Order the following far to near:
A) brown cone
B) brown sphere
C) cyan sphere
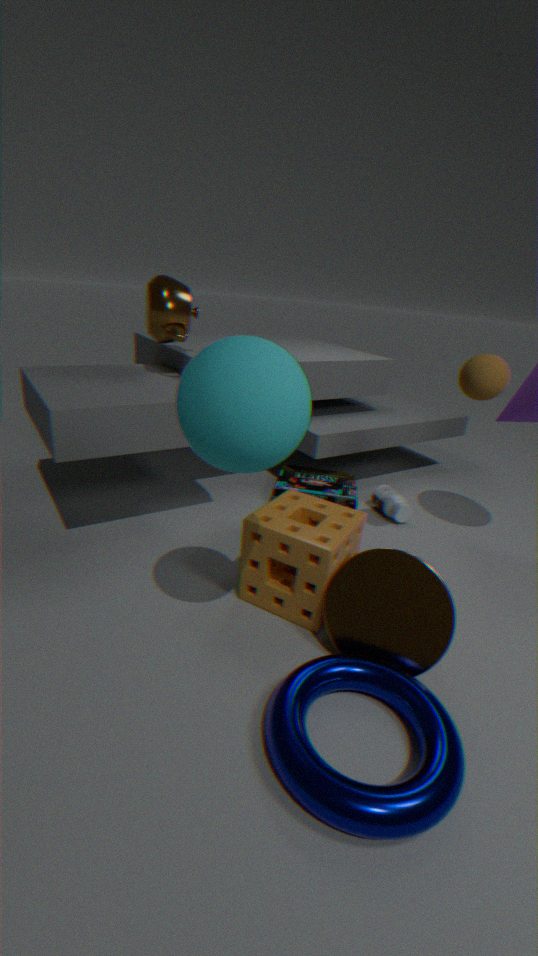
brown sphere, brown cone, cyan sphere
